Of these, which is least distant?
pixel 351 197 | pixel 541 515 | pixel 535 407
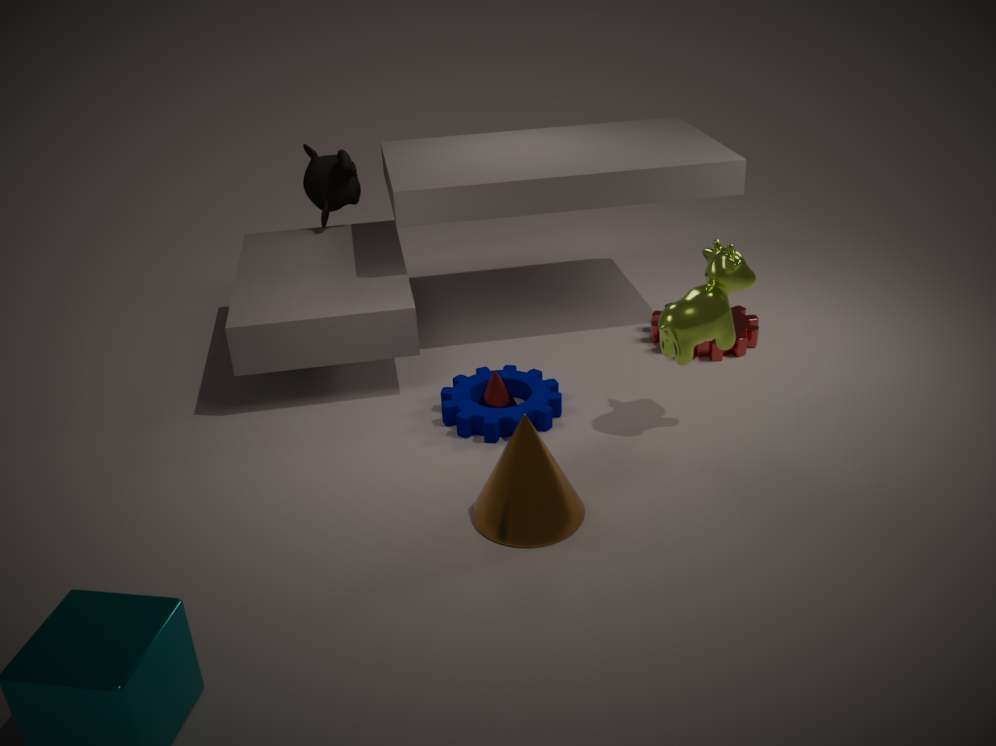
pixel 541 515
